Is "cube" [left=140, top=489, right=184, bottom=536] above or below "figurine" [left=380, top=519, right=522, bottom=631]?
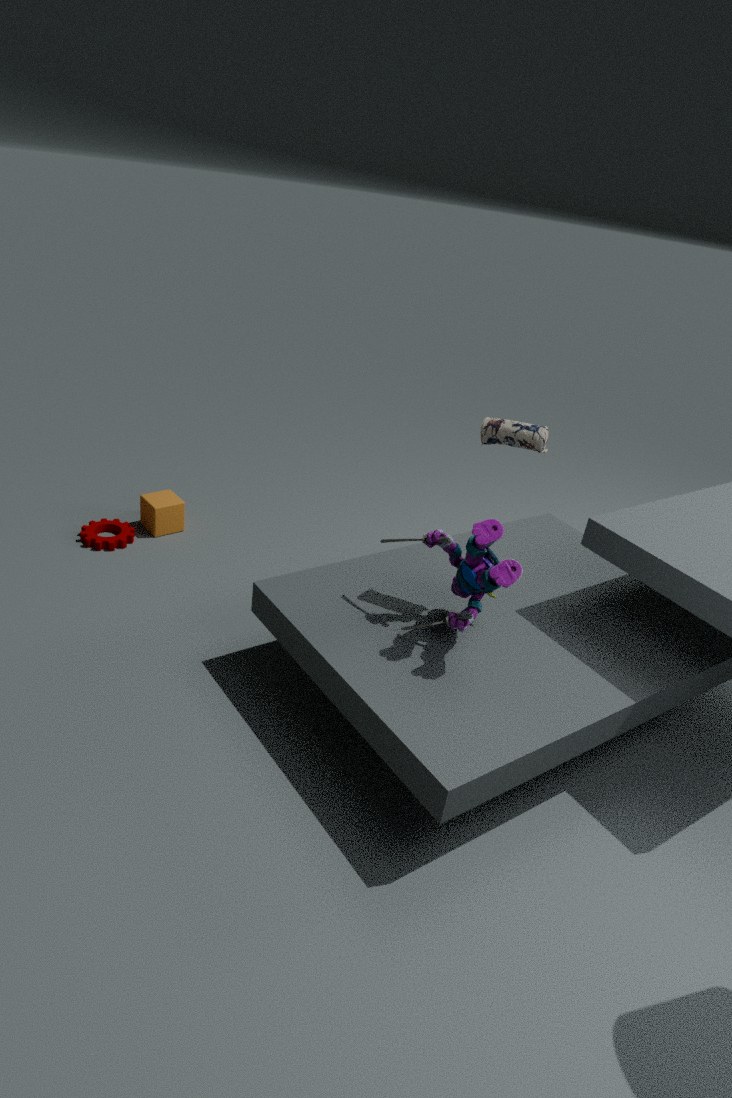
below
